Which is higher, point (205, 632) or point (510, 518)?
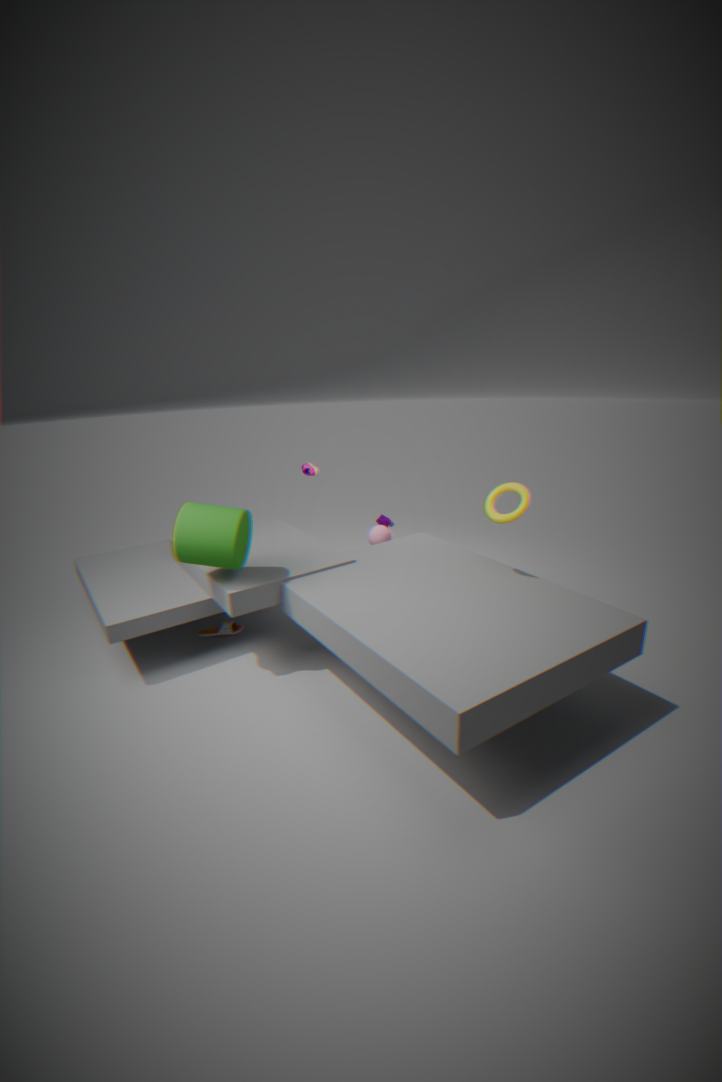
point (510, 518)
